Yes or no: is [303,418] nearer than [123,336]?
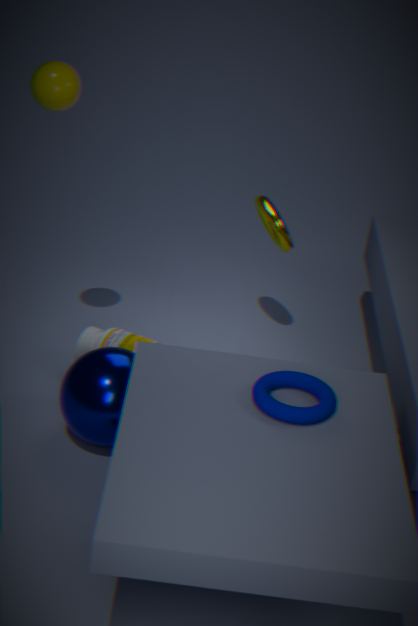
Yes
